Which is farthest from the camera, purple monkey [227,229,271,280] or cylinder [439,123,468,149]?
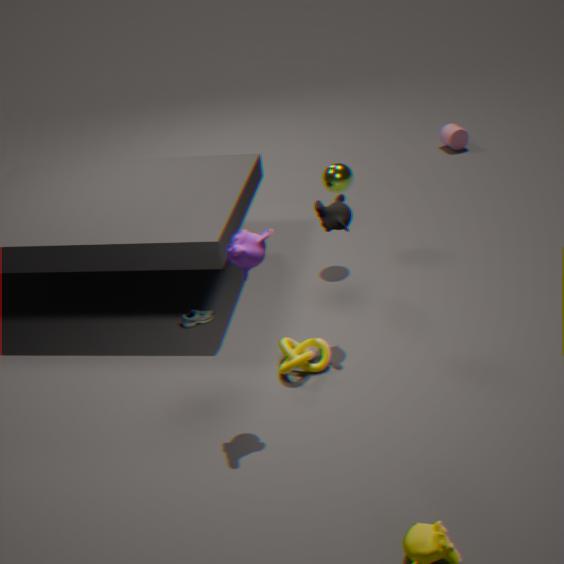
cylinder [439,123,468,149]
